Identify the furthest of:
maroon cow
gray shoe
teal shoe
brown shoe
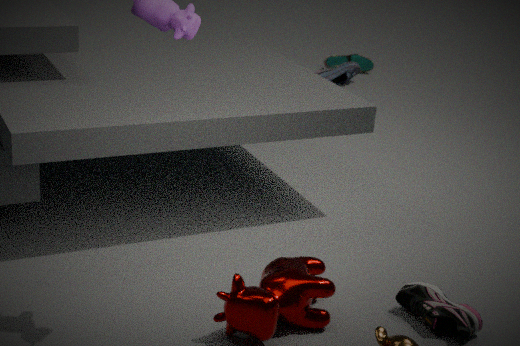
teal shoe
